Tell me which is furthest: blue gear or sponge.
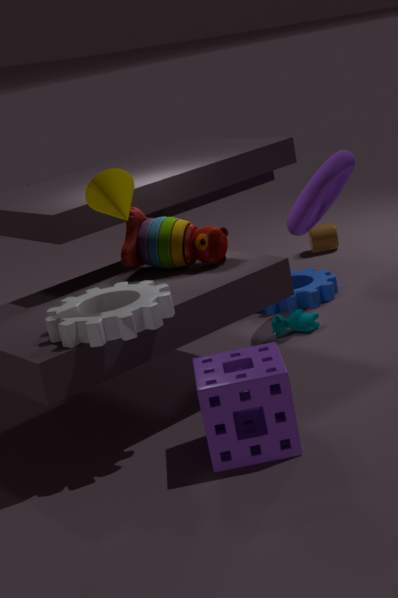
blue gear
